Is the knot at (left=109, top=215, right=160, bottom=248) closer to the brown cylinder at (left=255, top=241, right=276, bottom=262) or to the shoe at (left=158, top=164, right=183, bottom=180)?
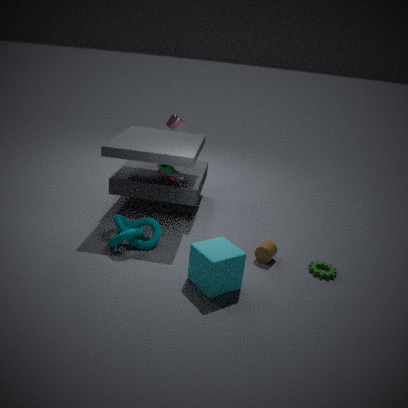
the shoe at (left=158, top=164, right=183, bottom=180)
